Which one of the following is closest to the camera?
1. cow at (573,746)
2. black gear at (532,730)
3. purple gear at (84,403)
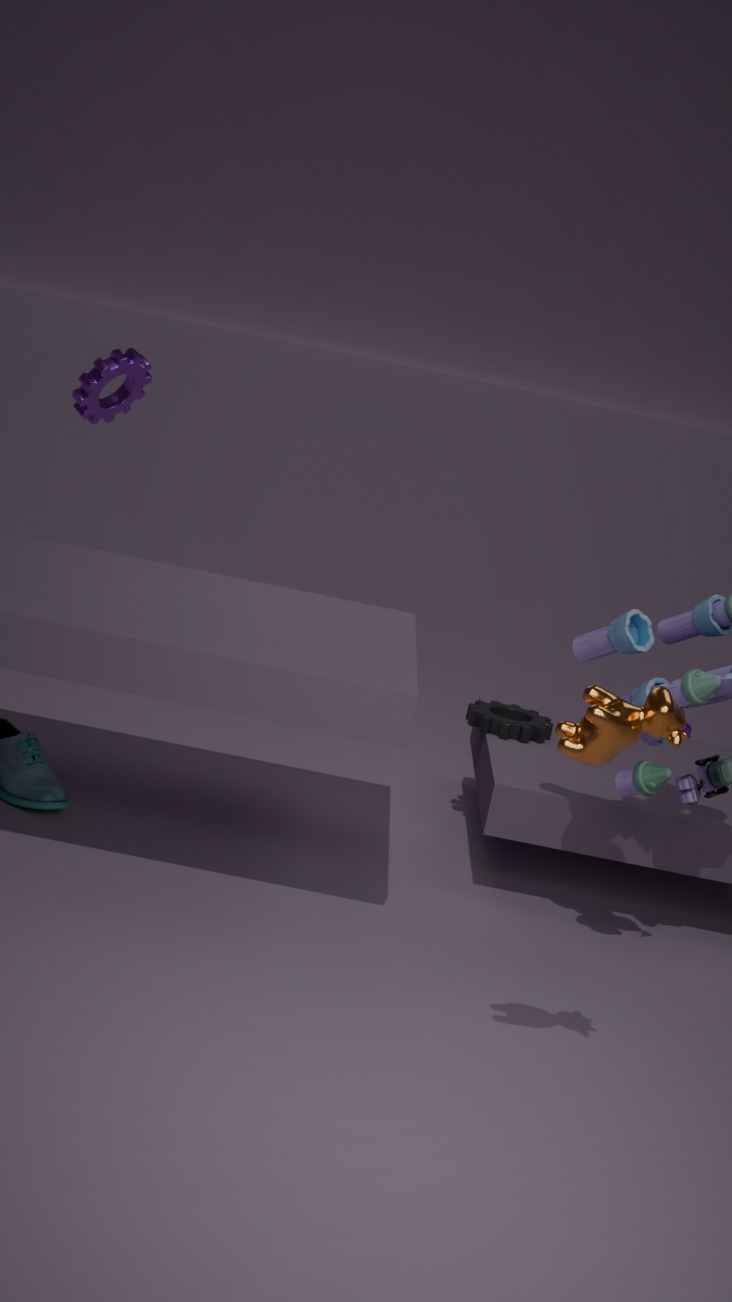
cow at (573,746)
